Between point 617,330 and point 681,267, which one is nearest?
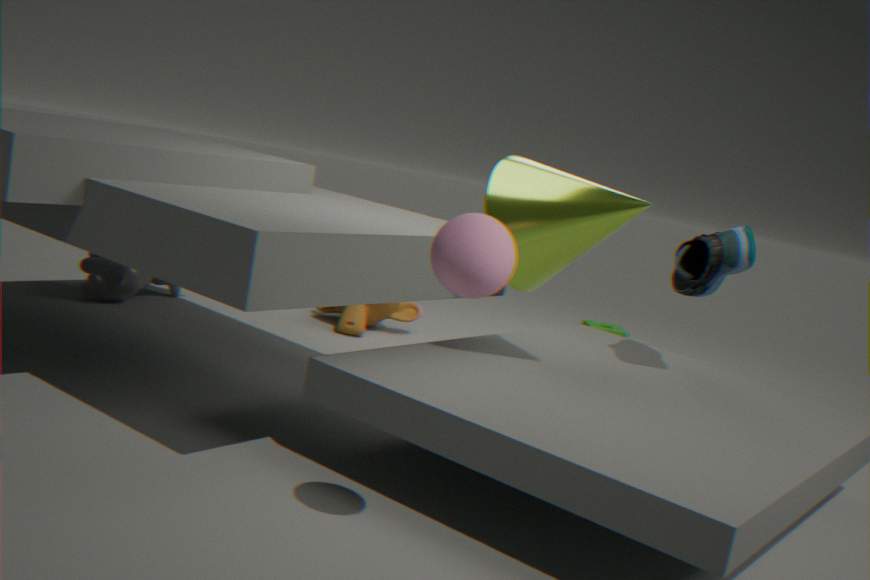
point 681,267
